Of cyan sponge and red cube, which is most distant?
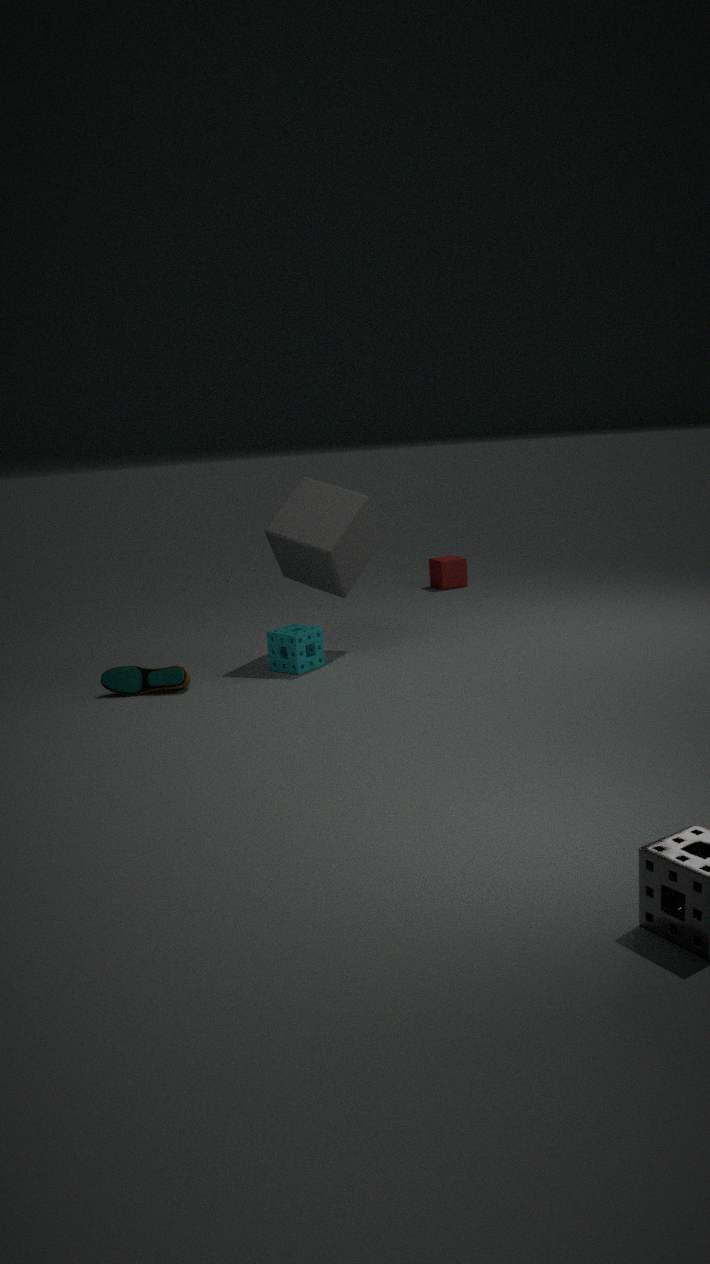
red cube
